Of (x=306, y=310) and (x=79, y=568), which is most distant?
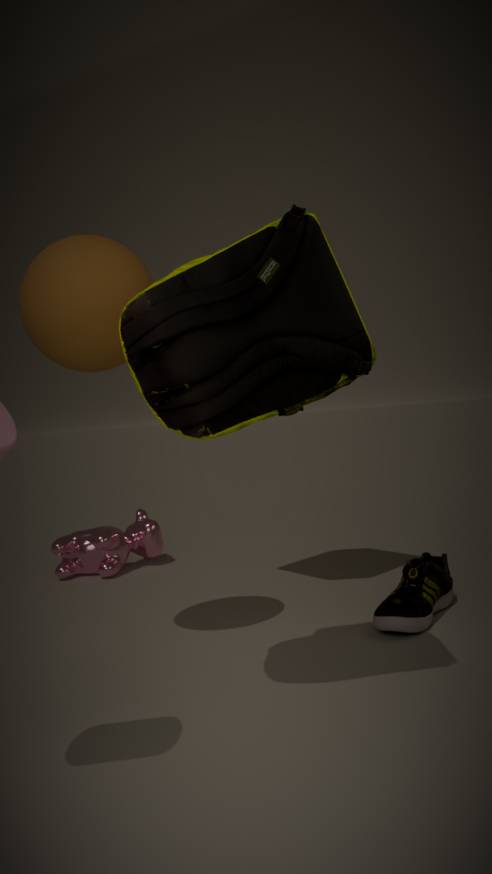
(x=79, y=568)
